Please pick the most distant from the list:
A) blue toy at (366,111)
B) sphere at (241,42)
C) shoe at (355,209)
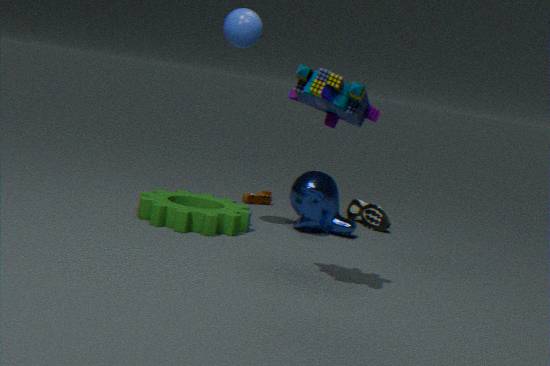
shoe at (355,209)
